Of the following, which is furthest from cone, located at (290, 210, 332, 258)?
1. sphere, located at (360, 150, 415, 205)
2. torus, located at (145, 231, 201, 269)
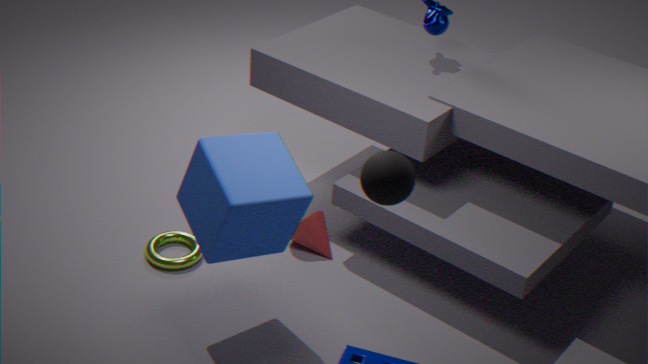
sphere, located at (360, 150, 415, 205)
